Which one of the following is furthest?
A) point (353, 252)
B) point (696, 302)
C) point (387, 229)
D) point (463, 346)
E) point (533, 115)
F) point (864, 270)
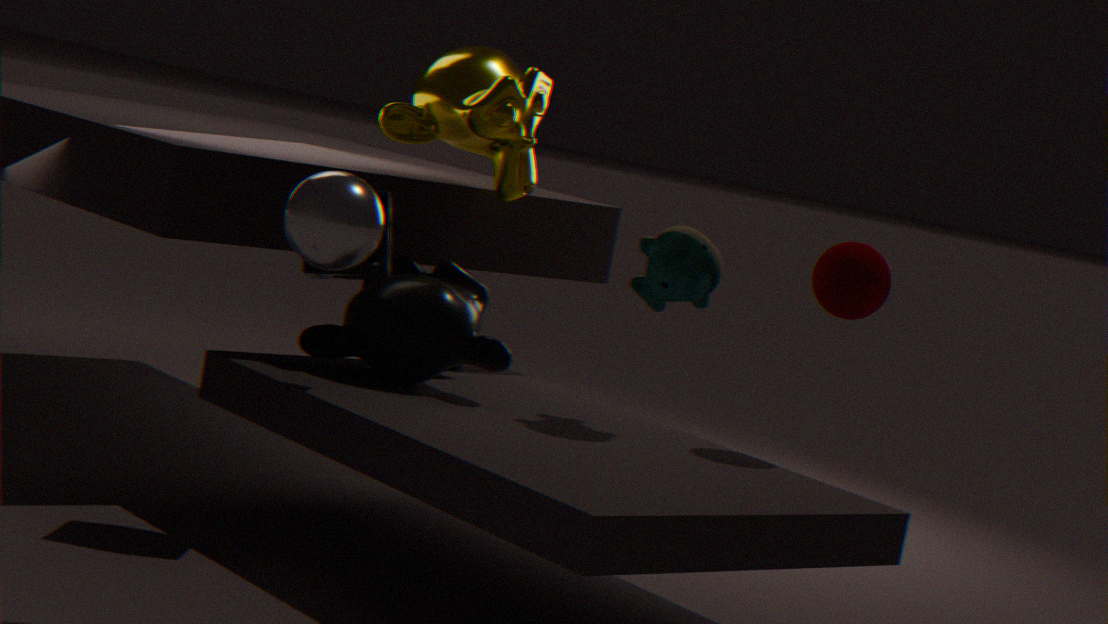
point (533, 115)
